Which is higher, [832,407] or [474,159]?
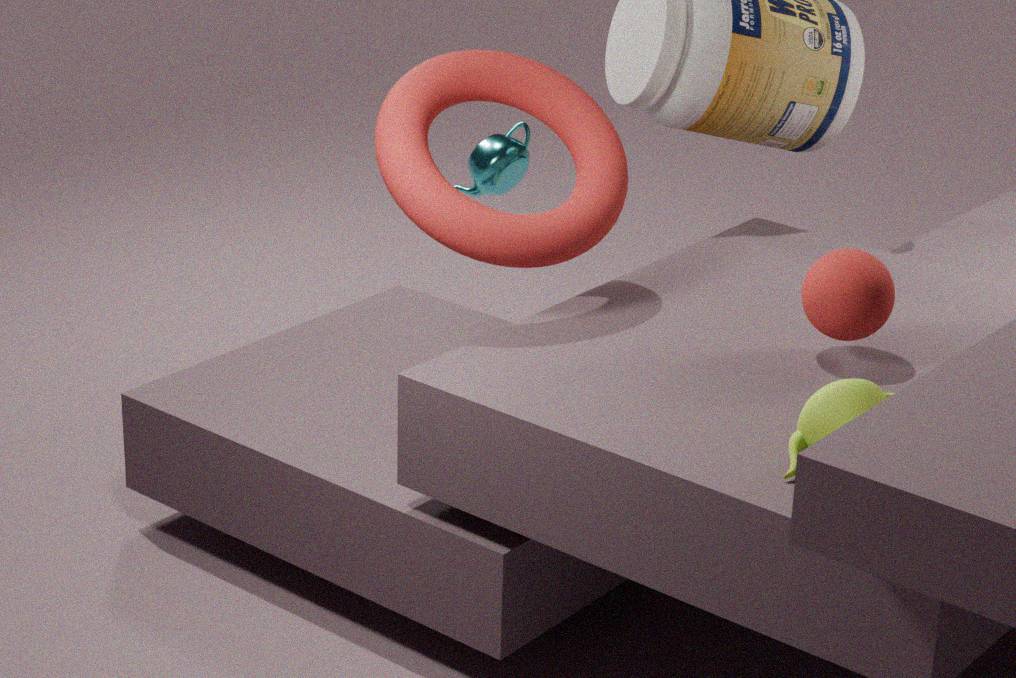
[832,407]
